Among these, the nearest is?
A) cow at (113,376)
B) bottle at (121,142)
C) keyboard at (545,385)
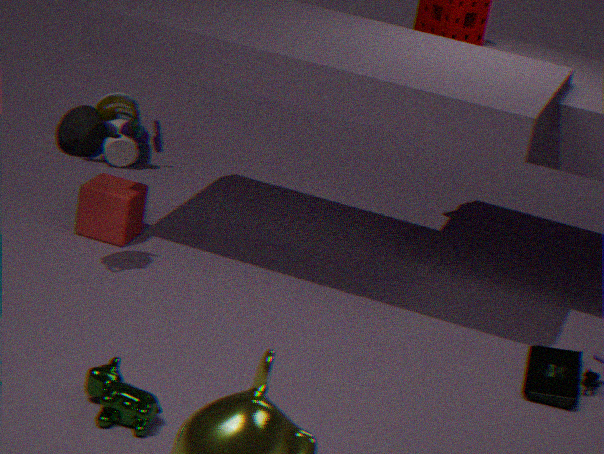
cow at (113,376)
